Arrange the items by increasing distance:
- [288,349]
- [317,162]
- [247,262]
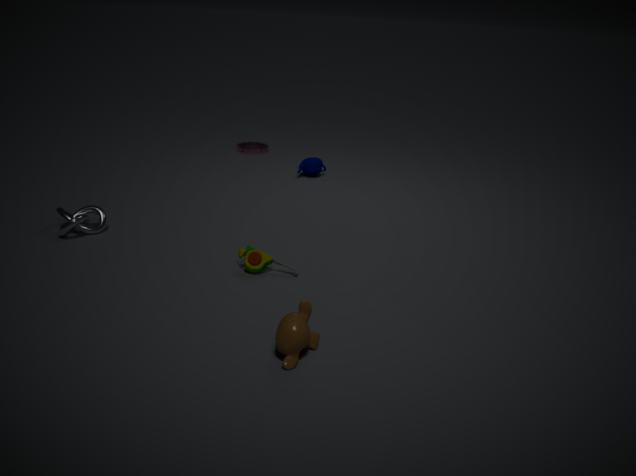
1. [288,349]
2. [247,262]
3. [317,162]
